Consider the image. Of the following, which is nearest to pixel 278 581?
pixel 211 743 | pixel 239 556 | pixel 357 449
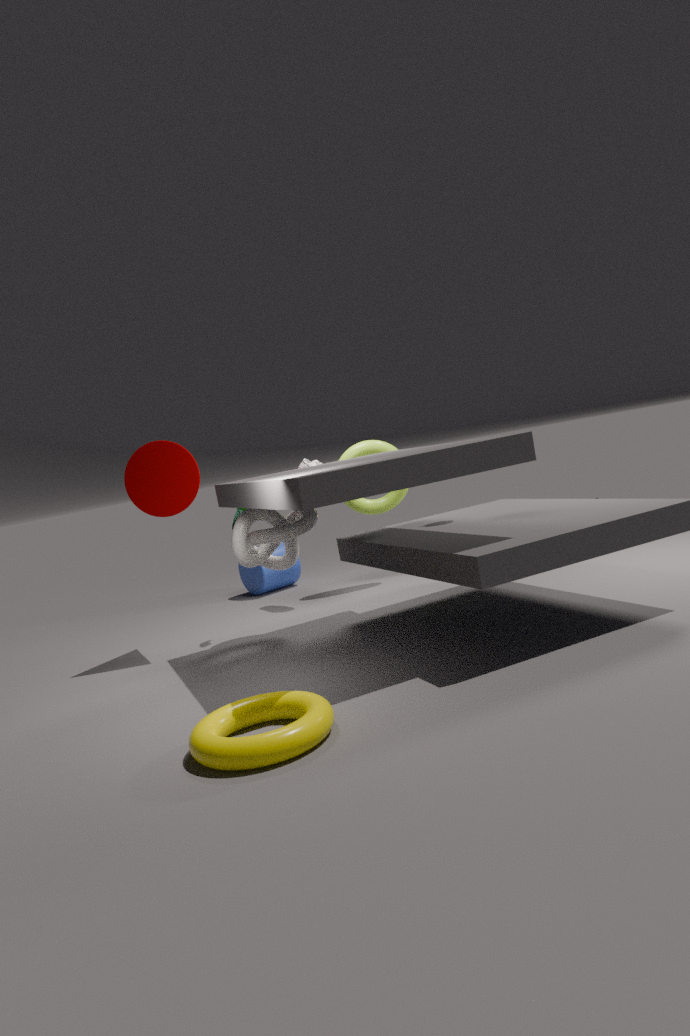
pixel 357 449
